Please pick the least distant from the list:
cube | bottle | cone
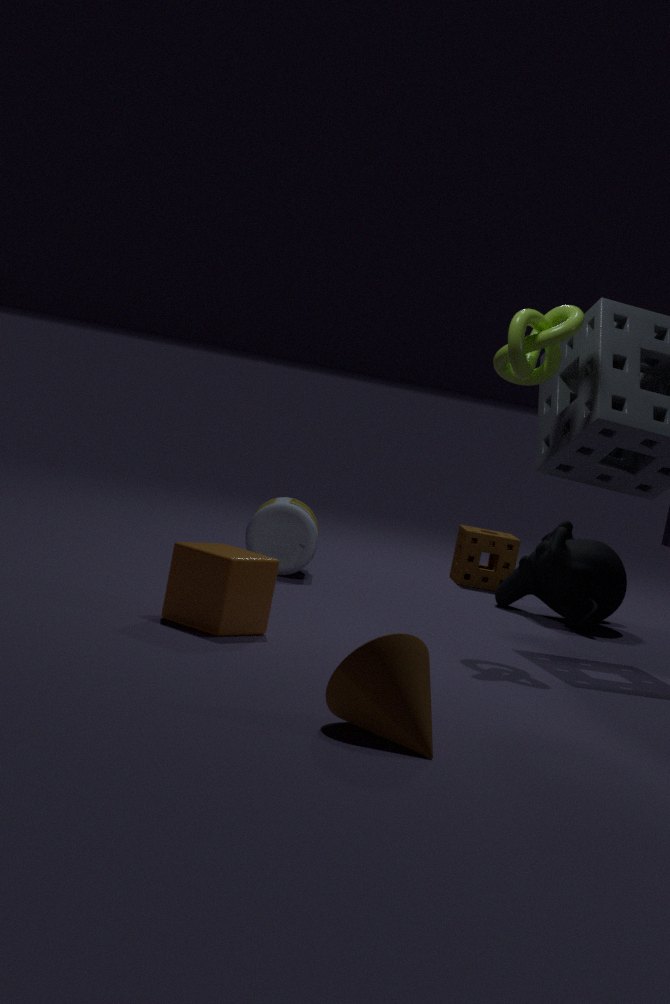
cone
